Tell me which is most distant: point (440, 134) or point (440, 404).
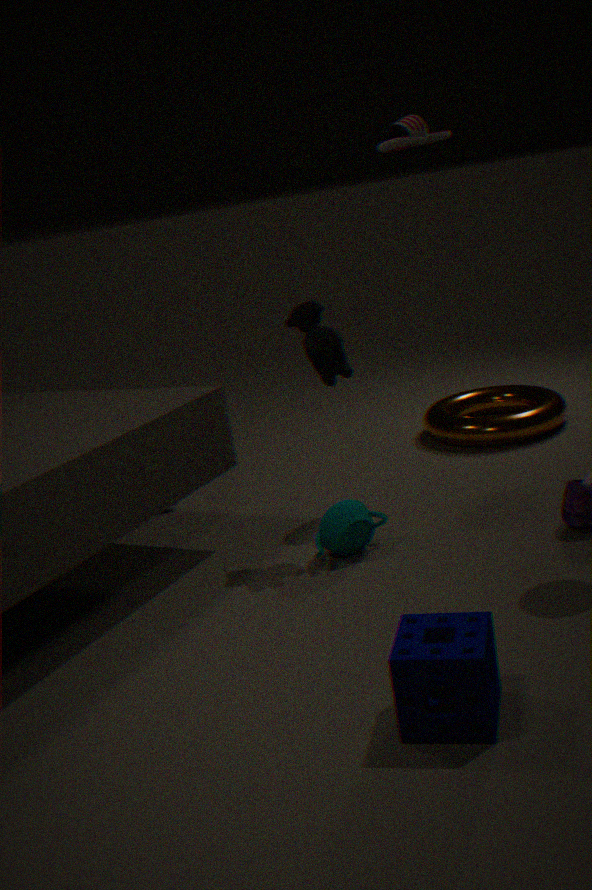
point (440, 404)
